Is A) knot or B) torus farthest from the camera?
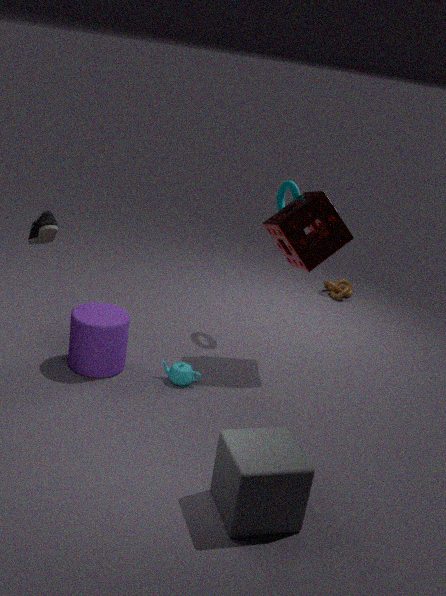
A. knot
